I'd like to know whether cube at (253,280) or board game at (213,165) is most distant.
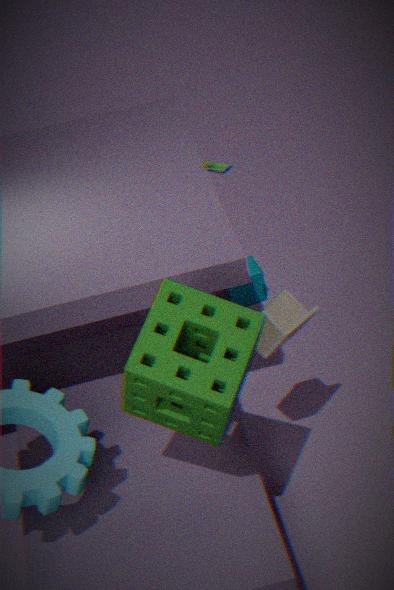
board game at (213,165)
